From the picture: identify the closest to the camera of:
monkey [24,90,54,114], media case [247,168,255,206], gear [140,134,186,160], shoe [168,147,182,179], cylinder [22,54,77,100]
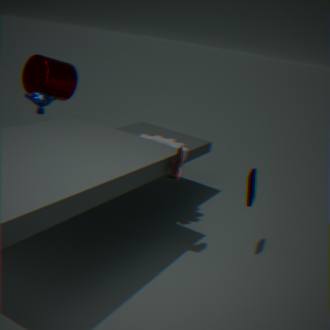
shoe [168,147,182,179]
